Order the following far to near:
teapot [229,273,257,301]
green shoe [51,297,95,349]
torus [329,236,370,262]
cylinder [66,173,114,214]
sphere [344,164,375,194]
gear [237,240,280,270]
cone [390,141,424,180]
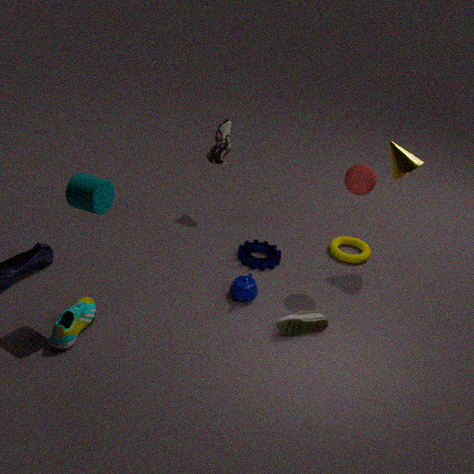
torus [329,236,370,262]
gear [237,240,280,270]
cone [390,141,424,180]
teapot [229,273,257,301]
sphere [344,164,375,194]
green shoe [51,297,95,349]
cylinder [66,173,114,214]
